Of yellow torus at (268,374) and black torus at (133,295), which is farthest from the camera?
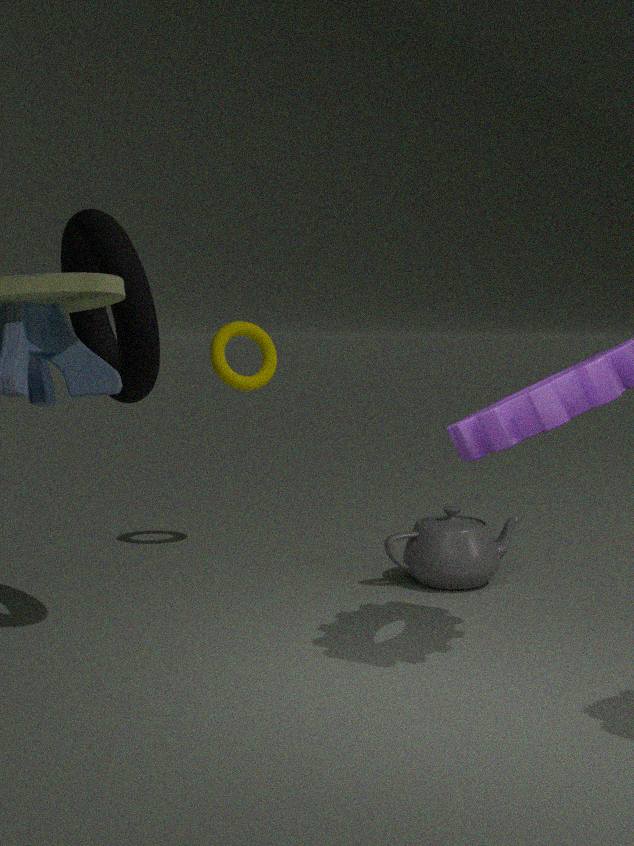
yellow torus at (268,374)
